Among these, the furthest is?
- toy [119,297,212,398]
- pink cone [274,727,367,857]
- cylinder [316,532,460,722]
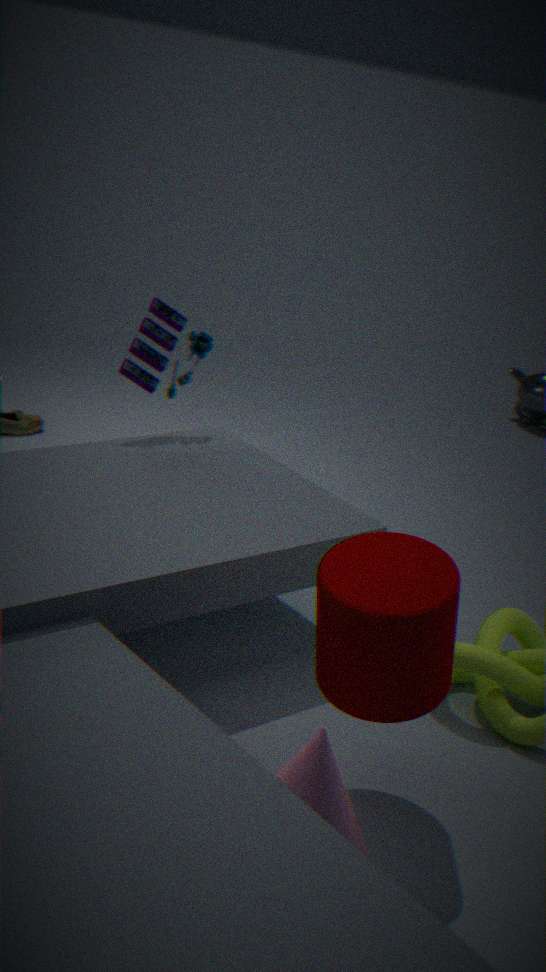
toy [119,297,212,398]
